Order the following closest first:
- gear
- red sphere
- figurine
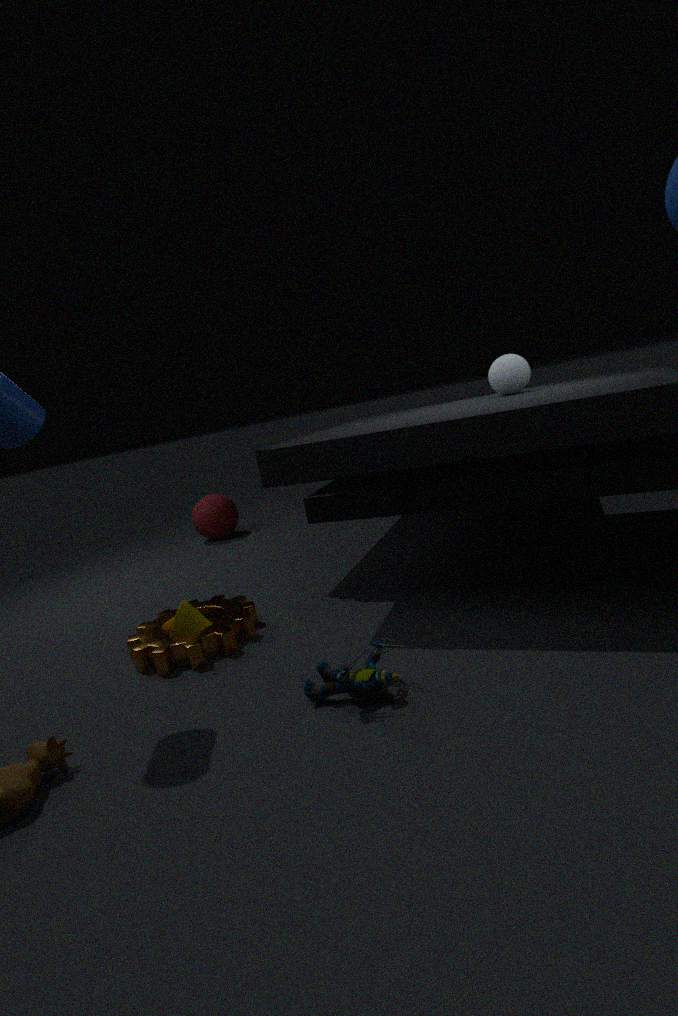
1. figurine
2. gear
3. red sphere
